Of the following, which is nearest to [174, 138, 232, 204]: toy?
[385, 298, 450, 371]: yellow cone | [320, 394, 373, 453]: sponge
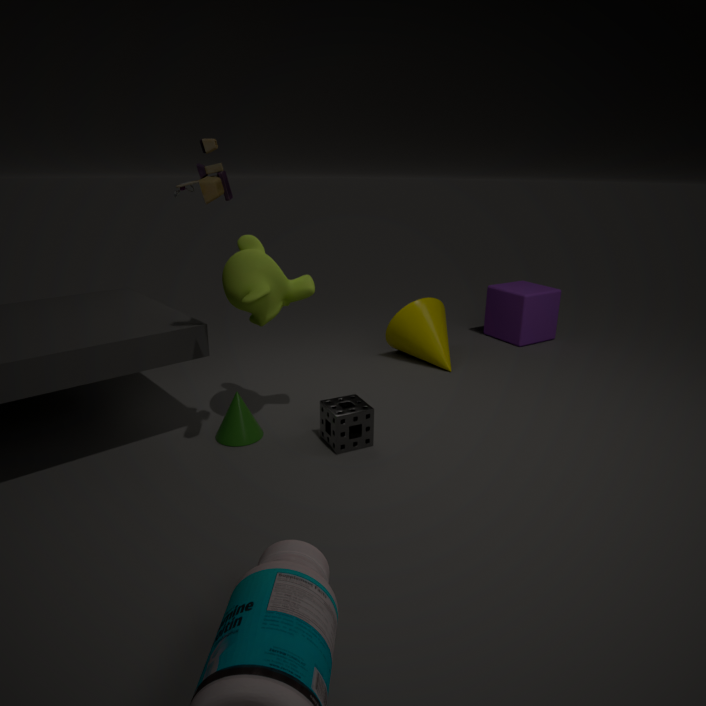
[320, 394, 373, 453]: sponge
